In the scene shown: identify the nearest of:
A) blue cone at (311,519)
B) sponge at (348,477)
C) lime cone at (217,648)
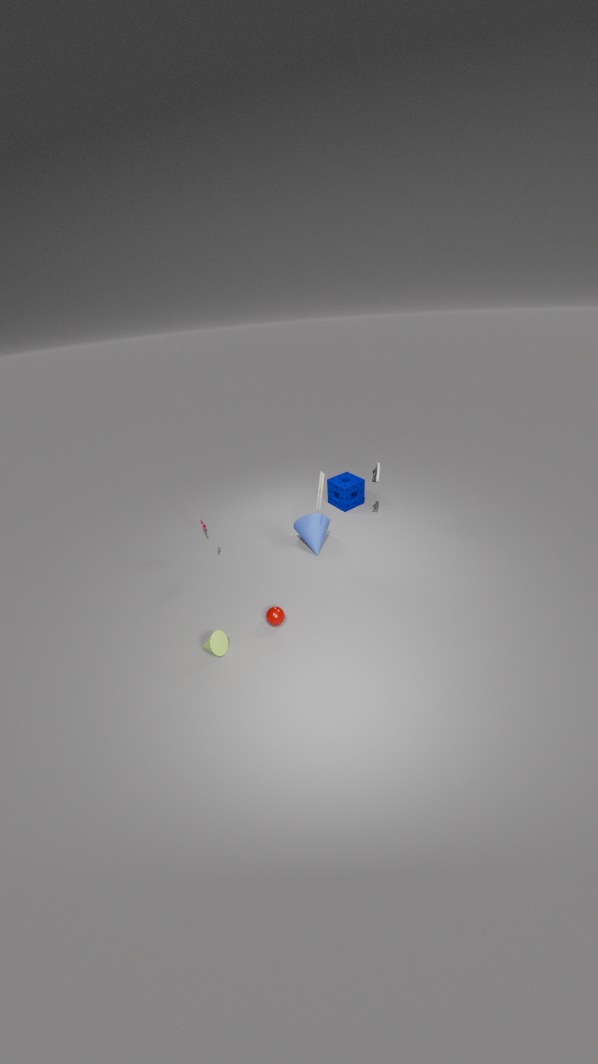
lime cone at (217,648)
